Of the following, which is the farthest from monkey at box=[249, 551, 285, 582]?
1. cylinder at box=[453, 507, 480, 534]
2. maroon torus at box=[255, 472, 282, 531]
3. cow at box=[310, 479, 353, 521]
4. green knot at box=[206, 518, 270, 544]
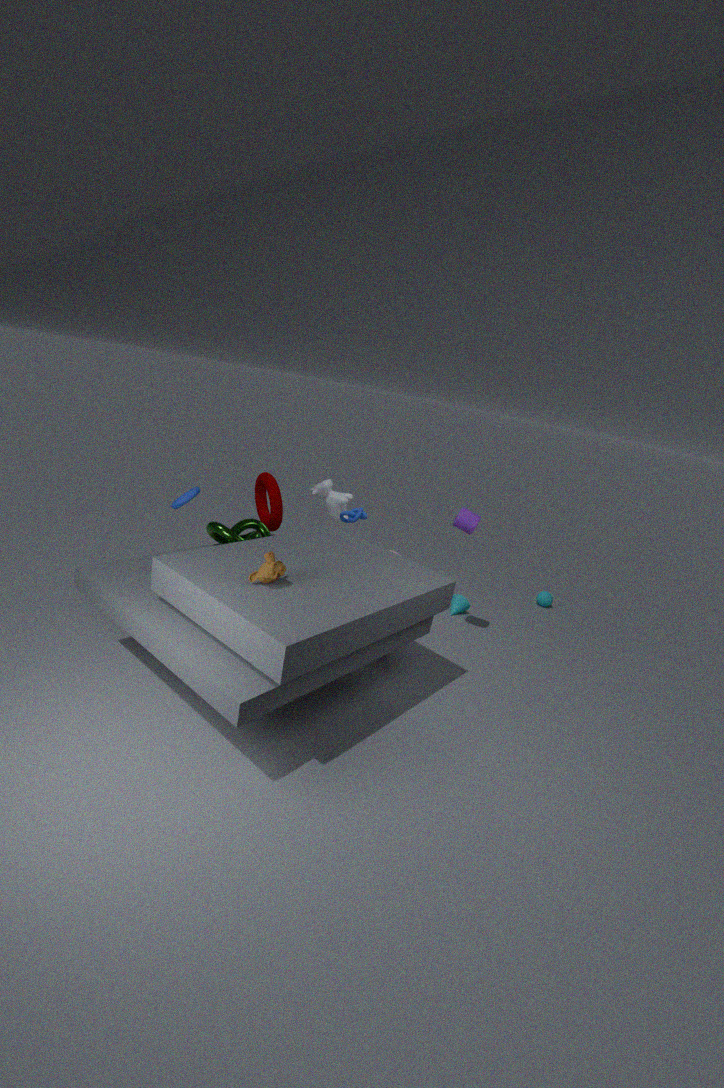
cow at box=[310, 479, 353, 521]
